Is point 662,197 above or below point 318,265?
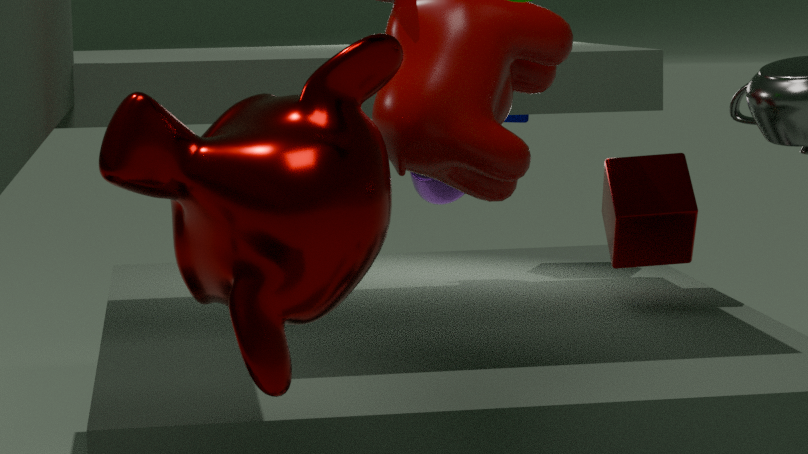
below
